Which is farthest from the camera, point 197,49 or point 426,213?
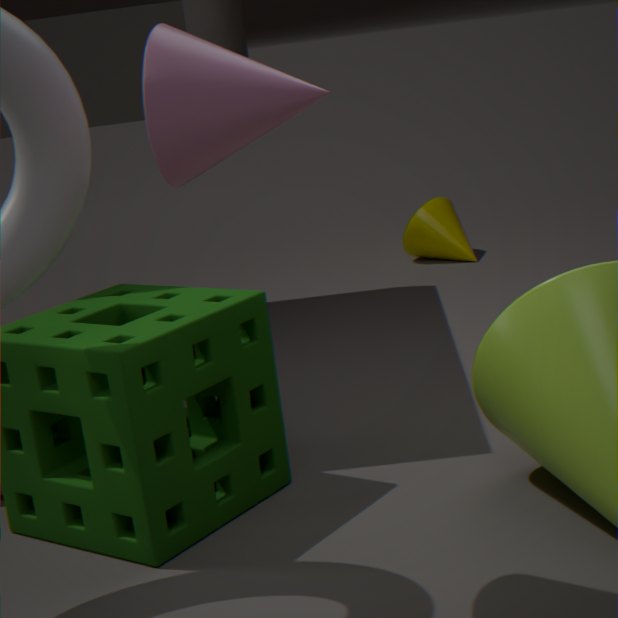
point 426,213
